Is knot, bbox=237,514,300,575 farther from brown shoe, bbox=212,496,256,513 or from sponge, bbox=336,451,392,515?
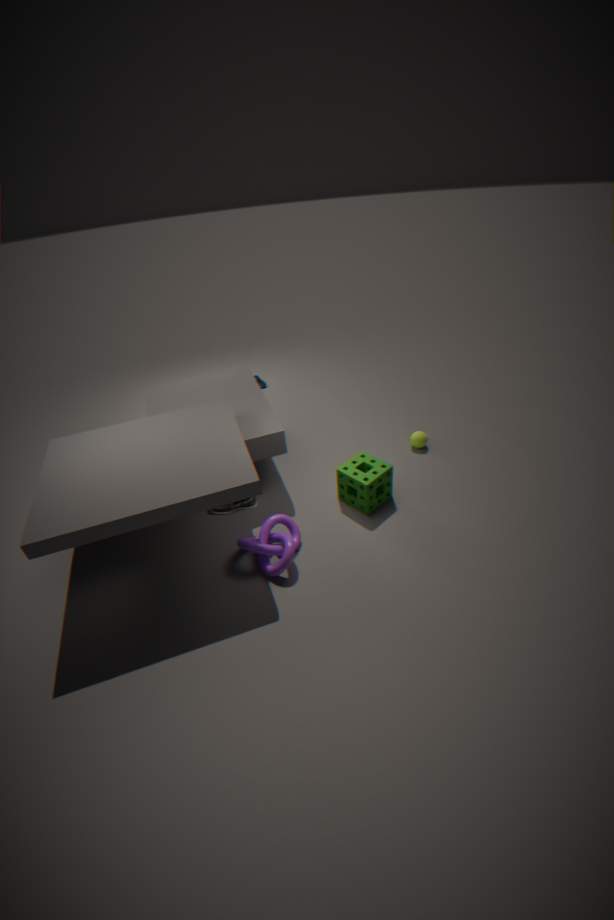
sponge, bbox=336,451,392,515
